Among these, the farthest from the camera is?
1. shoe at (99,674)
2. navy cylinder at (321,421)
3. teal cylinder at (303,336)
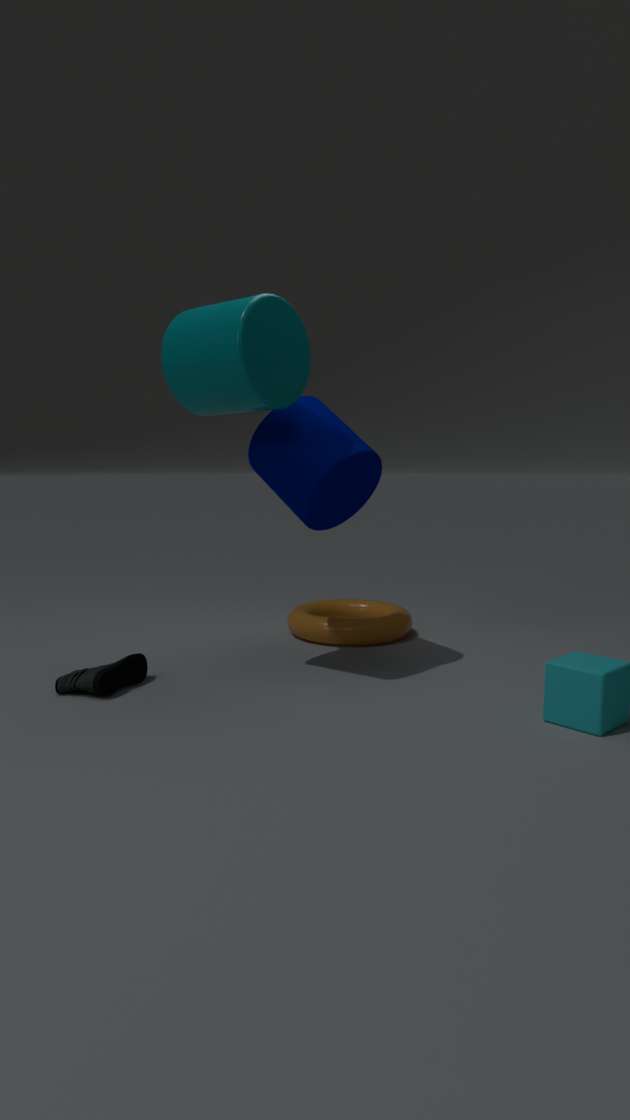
navy cylinder at (321,421)
